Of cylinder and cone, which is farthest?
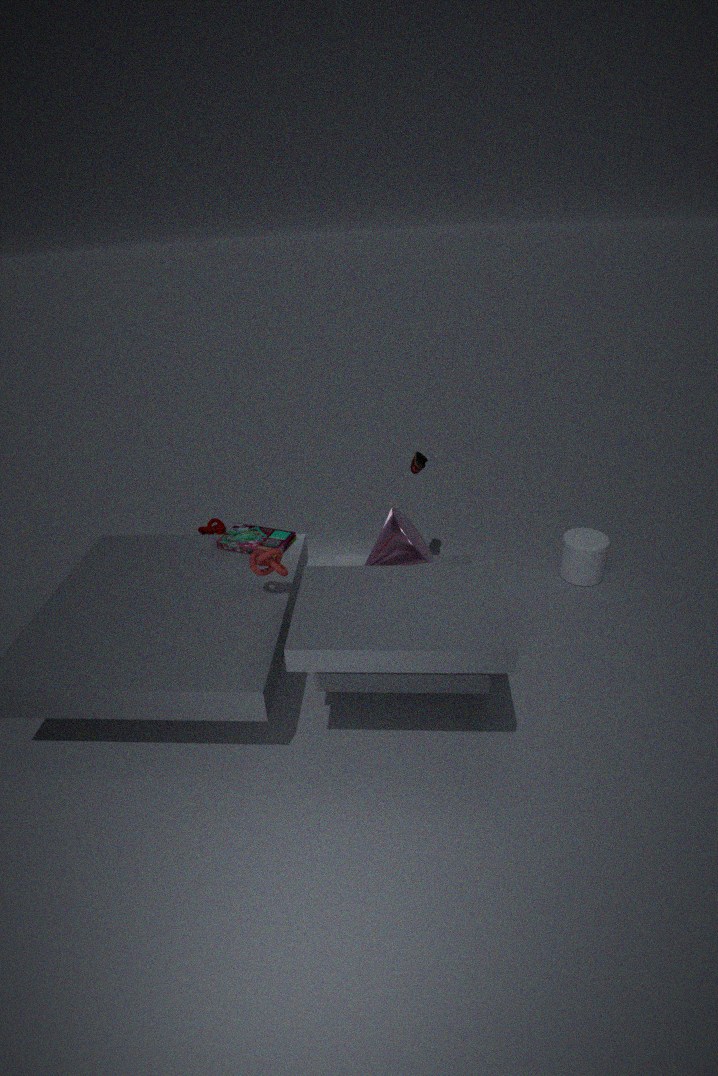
cylinder
